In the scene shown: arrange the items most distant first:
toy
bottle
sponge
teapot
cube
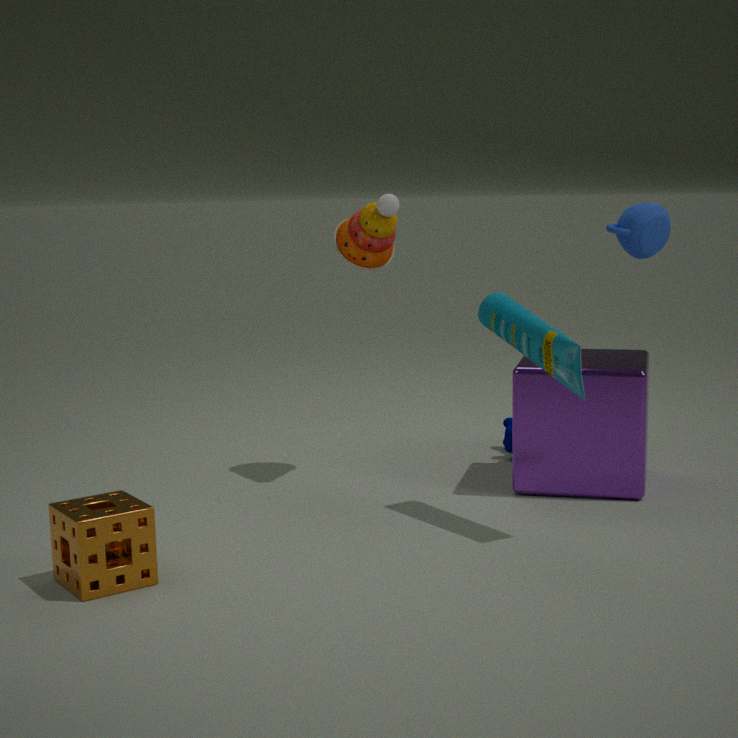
teapot, toy, cube, bottle, sponge
